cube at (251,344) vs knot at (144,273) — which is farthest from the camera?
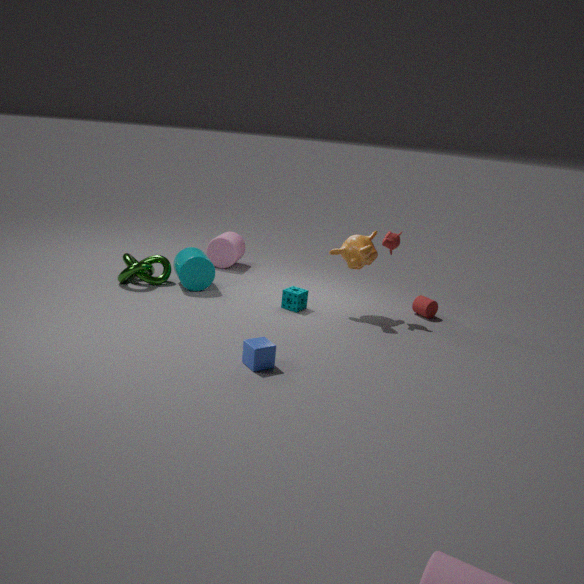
knot at (144,273)
